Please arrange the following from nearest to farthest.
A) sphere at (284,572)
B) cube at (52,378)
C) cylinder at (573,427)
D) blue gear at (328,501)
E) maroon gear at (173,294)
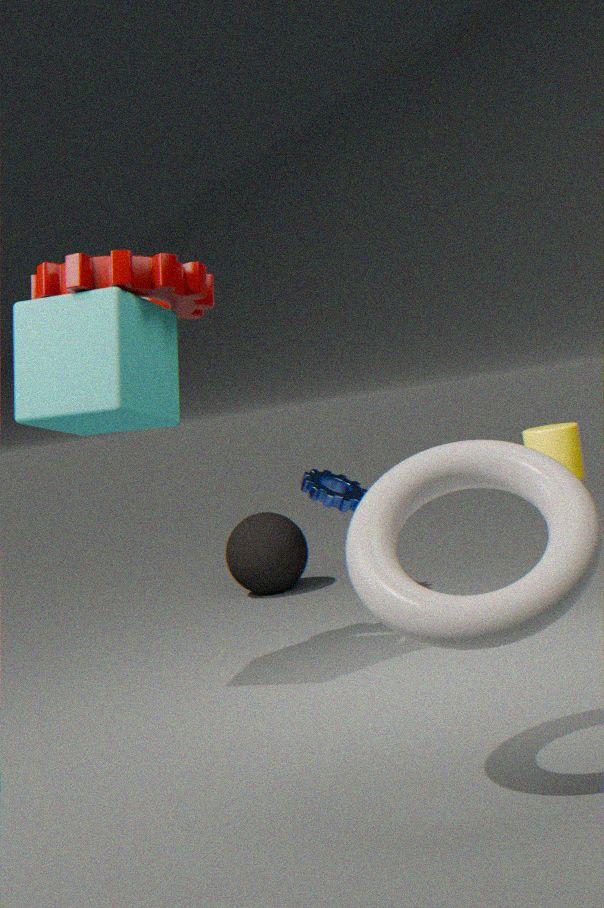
cube at (52,378) < maroon gear at (173,294) < cylinder at (573,427) < blue gear at (328,501) < sphere at (284,572)
